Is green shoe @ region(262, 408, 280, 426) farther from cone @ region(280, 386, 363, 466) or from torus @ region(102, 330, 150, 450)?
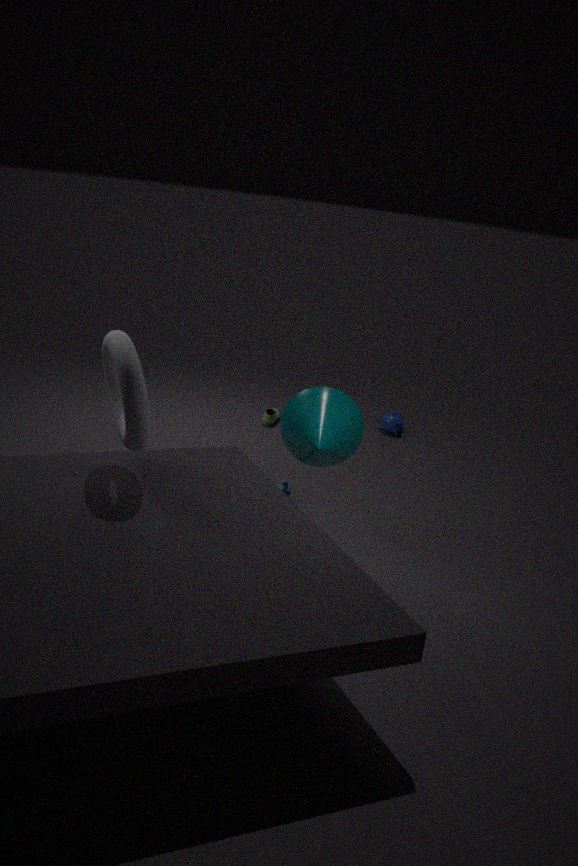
torus @ region(102, 330, 150, 450)
